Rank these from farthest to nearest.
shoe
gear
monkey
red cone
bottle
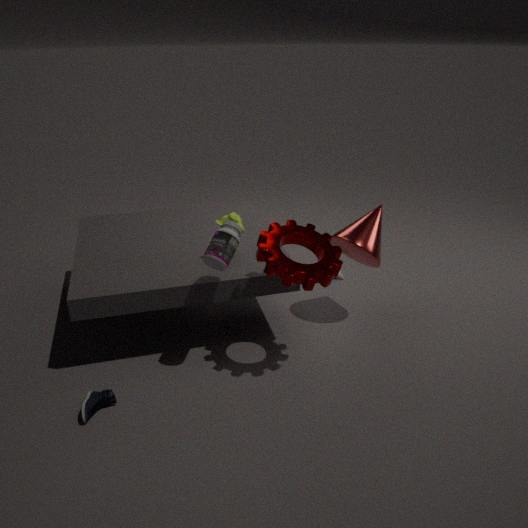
red cone → monkey → bottle → gear → shoe
